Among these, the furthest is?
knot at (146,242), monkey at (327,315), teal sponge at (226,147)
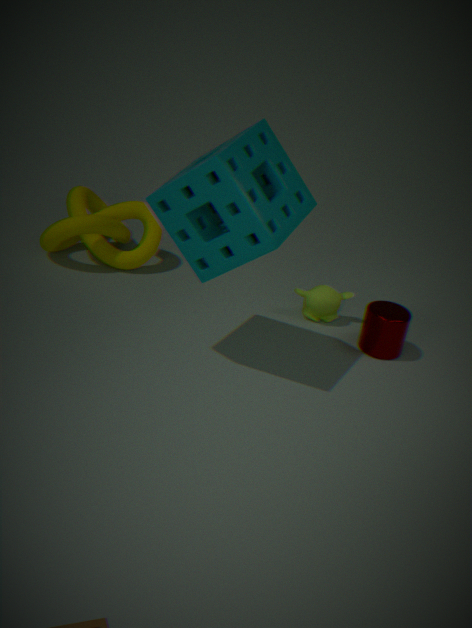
knot at (146,242)
